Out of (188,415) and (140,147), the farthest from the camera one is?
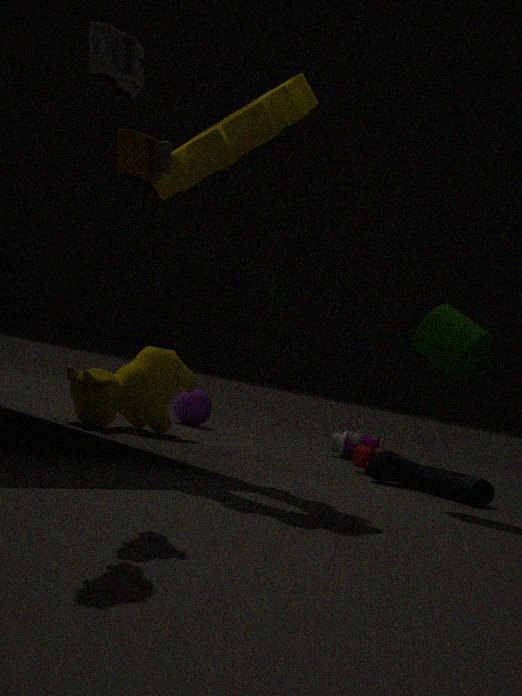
(188,415)
